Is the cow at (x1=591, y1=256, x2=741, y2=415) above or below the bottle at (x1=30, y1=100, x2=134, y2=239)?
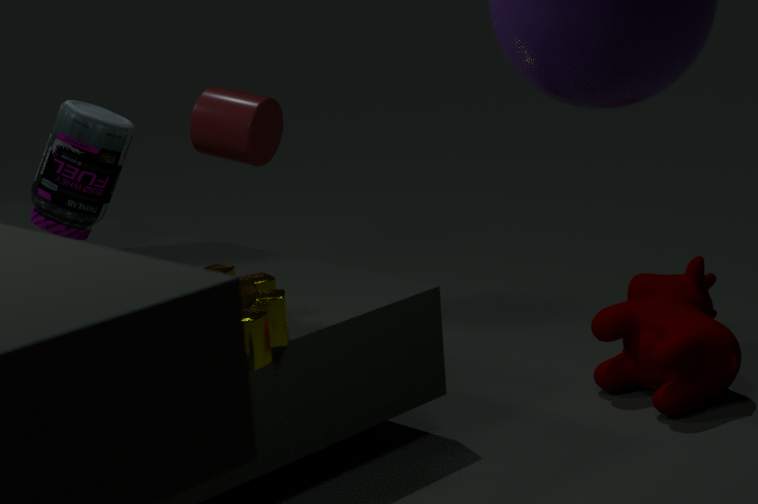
below
